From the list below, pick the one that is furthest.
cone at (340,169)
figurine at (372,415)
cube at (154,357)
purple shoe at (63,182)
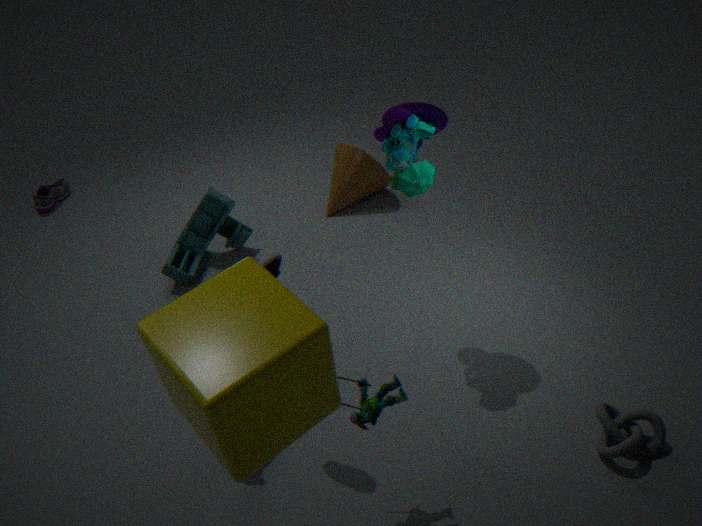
purple shoe at (63,182)
